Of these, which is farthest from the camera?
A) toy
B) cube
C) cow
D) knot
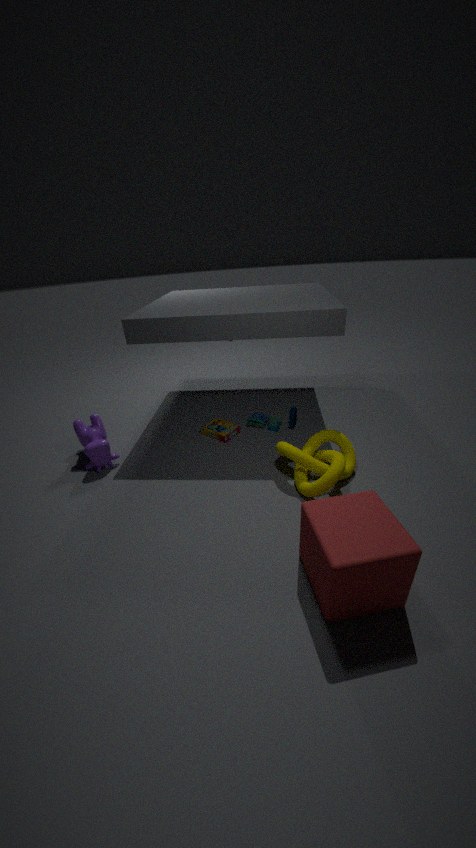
toy
